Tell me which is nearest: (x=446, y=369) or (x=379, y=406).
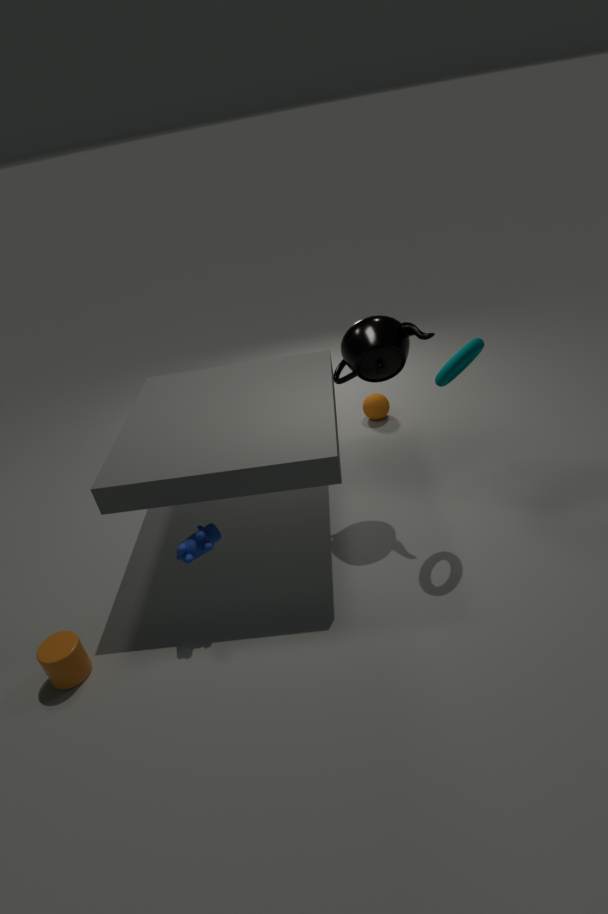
(x=446, y=369)
